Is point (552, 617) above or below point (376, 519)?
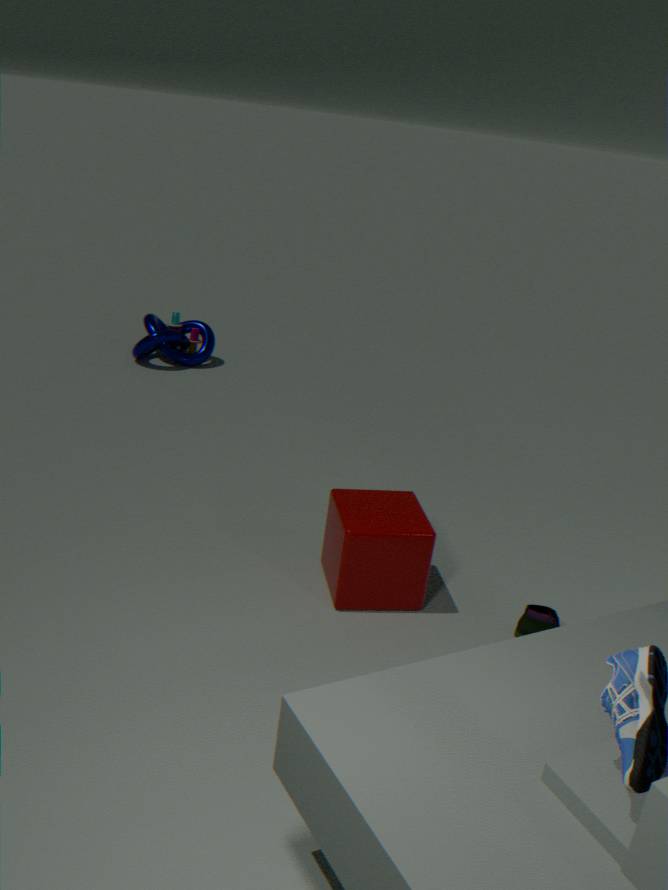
below
